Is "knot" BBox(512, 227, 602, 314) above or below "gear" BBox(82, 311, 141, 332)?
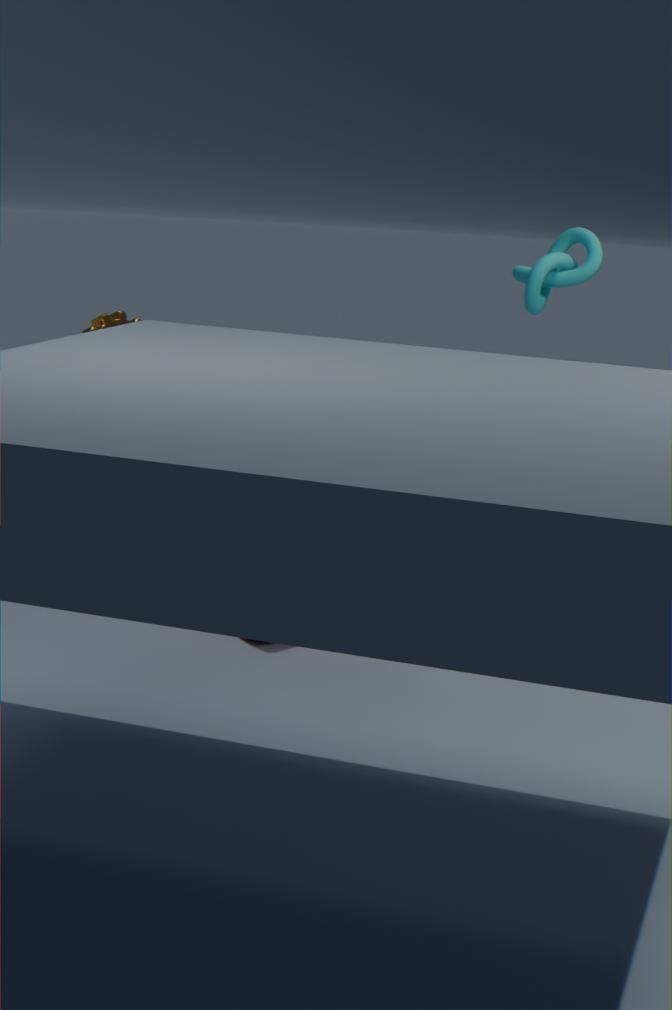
above
